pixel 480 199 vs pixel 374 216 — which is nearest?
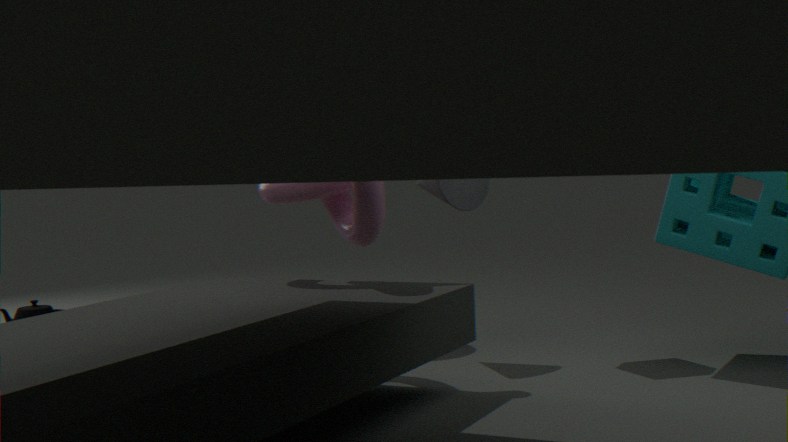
pixel 374 216
